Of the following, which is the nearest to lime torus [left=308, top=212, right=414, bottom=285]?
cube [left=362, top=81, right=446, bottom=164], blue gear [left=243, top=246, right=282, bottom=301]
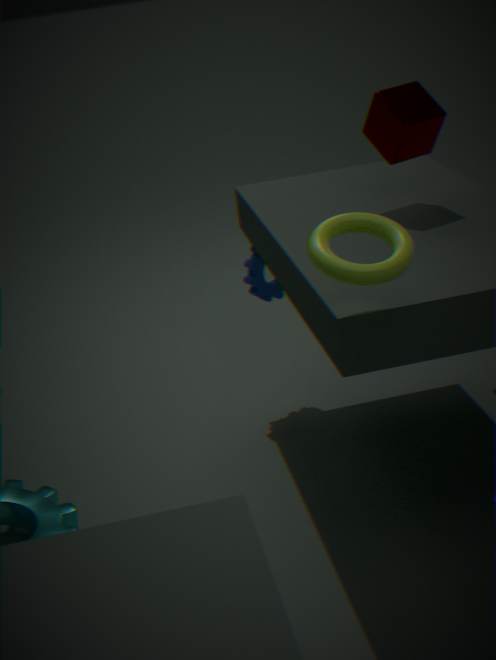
cube [left=362, top=81, right=446, bottom=164]
